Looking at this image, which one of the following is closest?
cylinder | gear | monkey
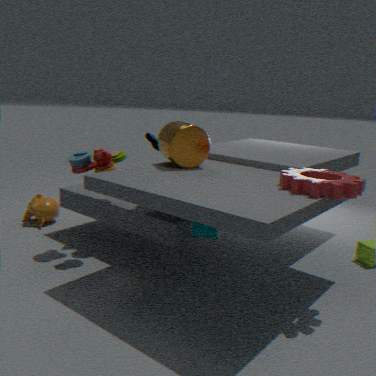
gear
